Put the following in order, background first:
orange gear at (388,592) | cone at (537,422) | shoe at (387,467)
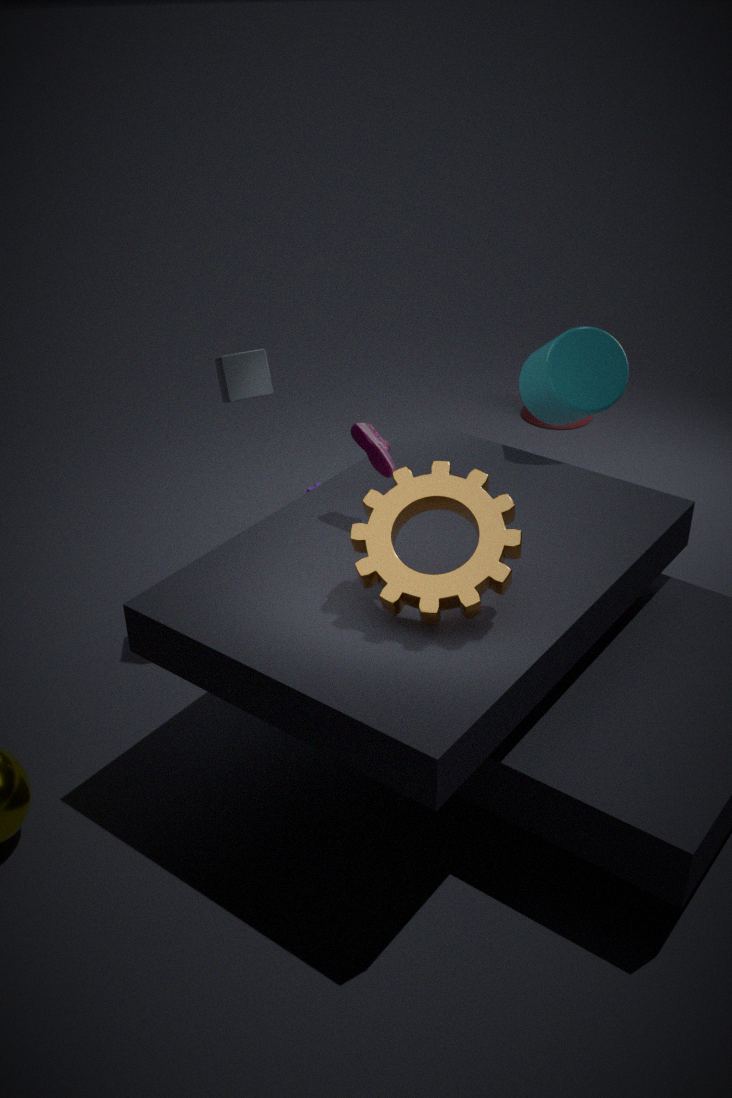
1. cone at (537,422)
2. shoe at (387,467)
3. orange gear at (388,592)
